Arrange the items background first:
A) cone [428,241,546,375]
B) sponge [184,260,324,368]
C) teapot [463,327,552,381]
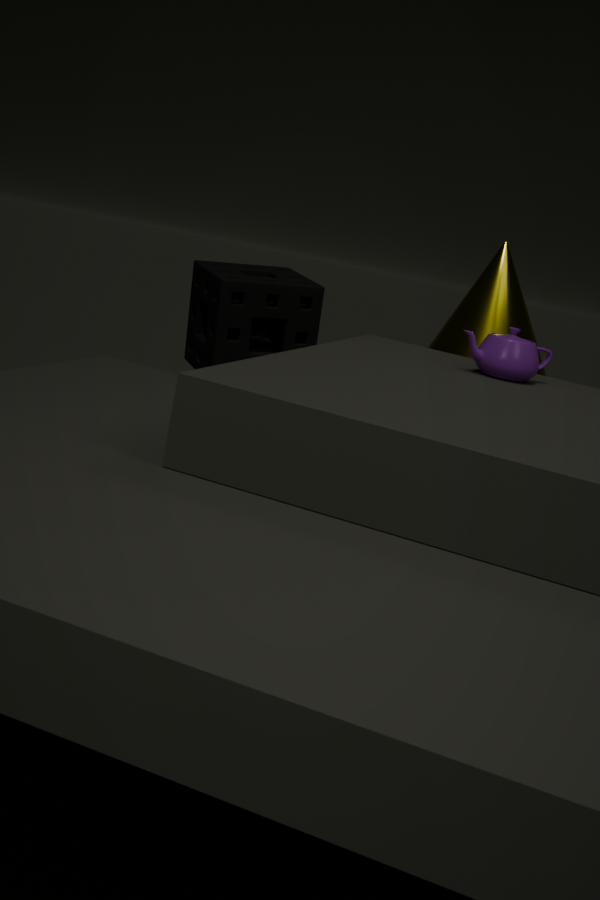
B. sponge [184,260,324,368] → A. cone [428,241,546,375] → C. teapot [463,327,552,381]
